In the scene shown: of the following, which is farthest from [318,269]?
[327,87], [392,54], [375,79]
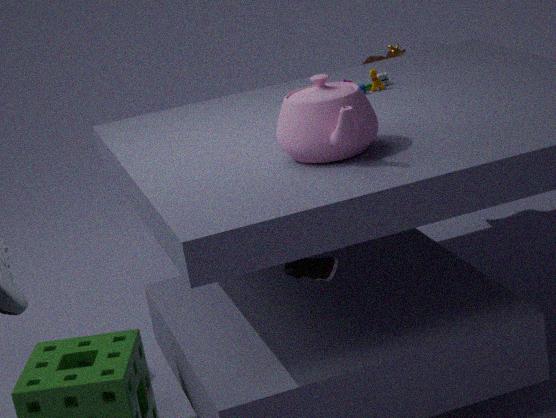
[392,54]
